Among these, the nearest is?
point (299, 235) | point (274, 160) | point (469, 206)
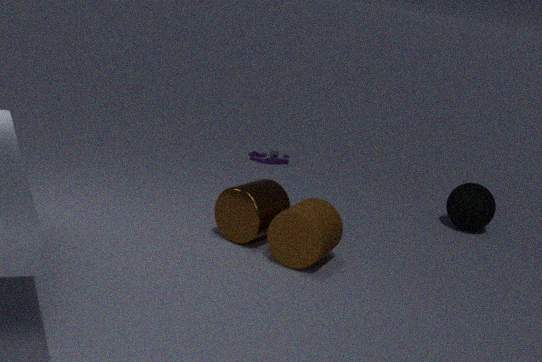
point (299, 235)
